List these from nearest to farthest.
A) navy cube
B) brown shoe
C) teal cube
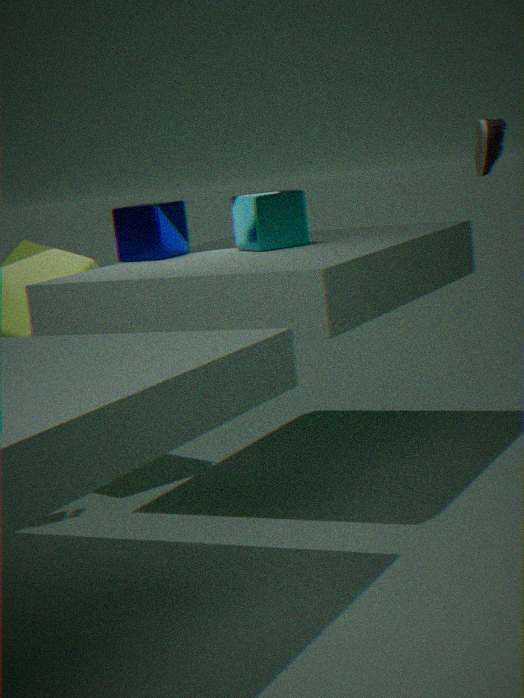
brown shoe < teal cube < navy cube
